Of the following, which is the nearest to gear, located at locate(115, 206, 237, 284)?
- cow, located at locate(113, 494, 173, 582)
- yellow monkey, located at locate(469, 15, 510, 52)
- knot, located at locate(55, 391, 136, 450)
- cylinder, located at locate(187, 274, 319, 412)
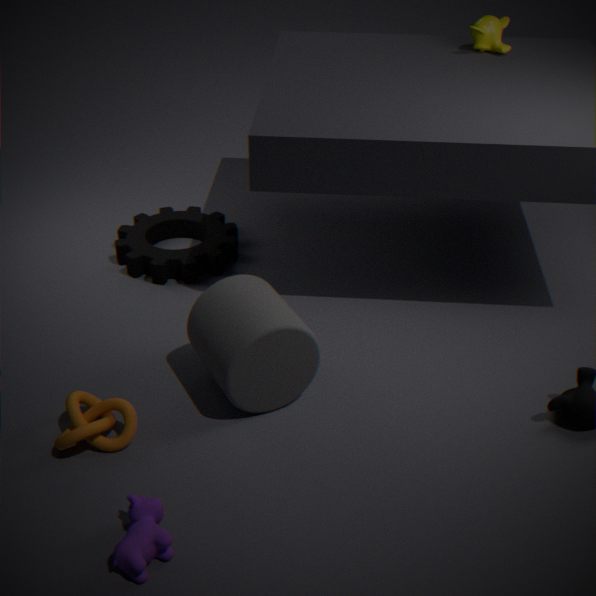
cylinder, located at locate(187, 274, 319, 412)
